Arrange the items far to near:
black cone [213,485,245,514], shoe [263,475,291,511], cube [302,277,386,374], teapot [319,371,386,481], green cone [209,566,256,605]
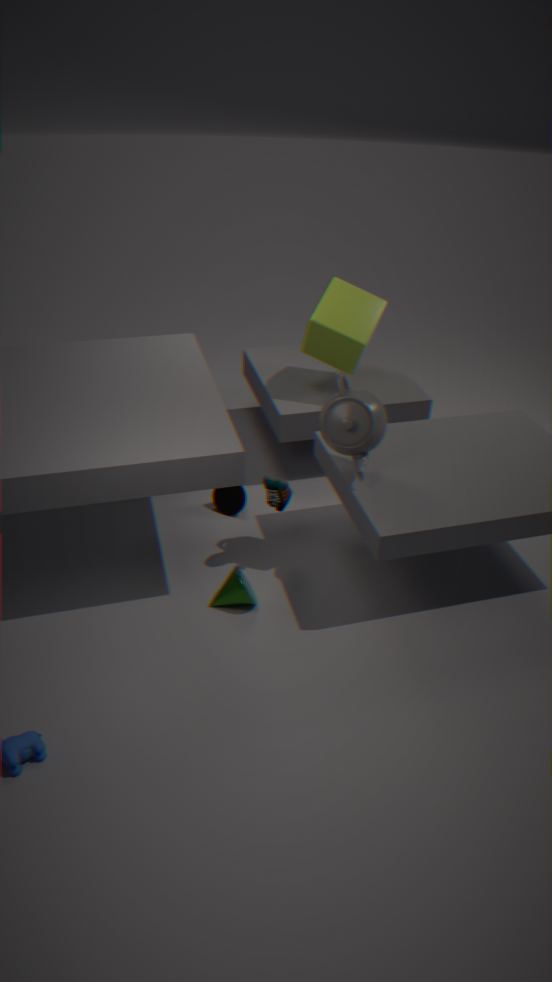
black cone [213,485,245,514], cube [302,277,386,374], shoe [263,475,291,511], green cone [209,566,256,605], teapot [319,371,386,481]
